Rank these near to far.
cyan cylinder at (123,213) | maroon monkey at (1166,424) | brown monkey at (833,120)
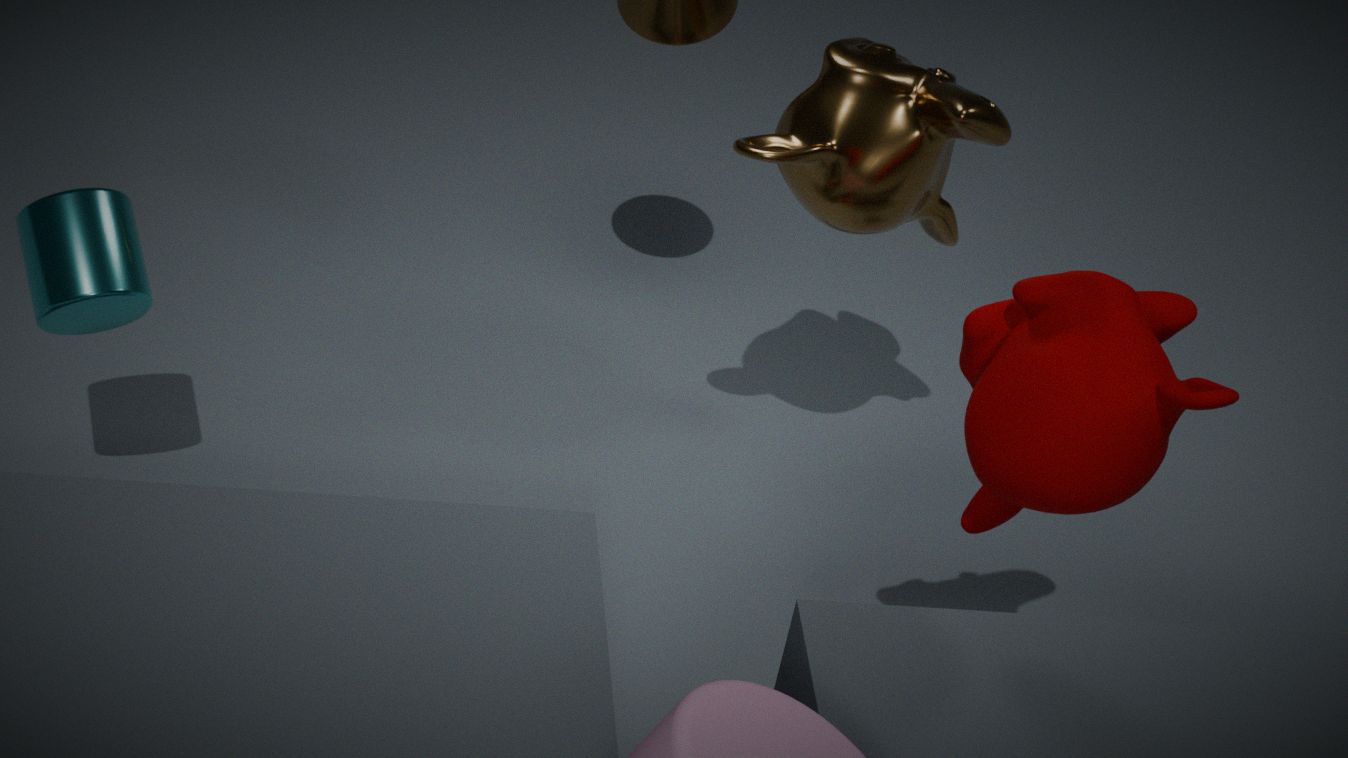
1. maroon monkey at (1166,424)
2. cyan cylinder at (123,213)
3. brown monkey at (833,120)
